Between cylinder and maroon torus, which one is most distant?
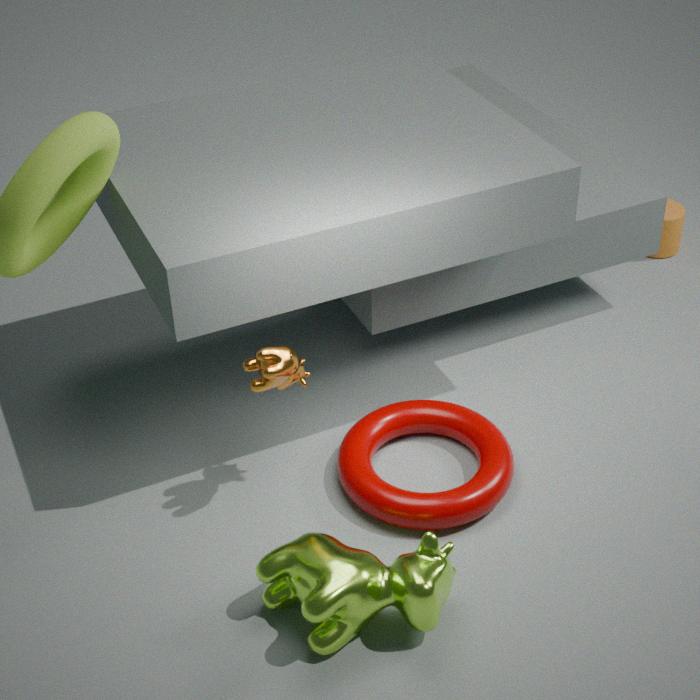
cylinder
